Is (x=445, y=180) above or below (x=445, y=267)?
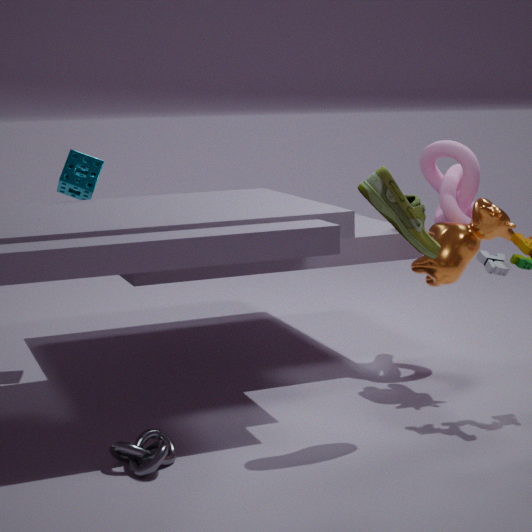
above
